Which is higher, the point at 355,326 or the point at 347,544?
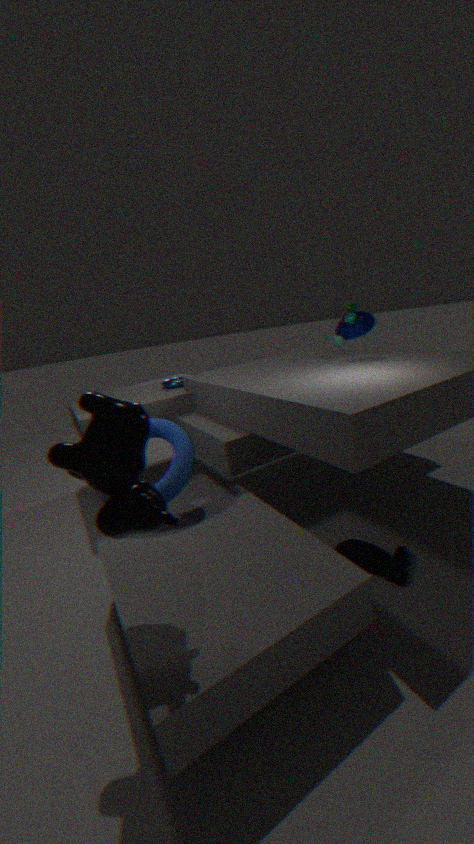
the point at 355,326
